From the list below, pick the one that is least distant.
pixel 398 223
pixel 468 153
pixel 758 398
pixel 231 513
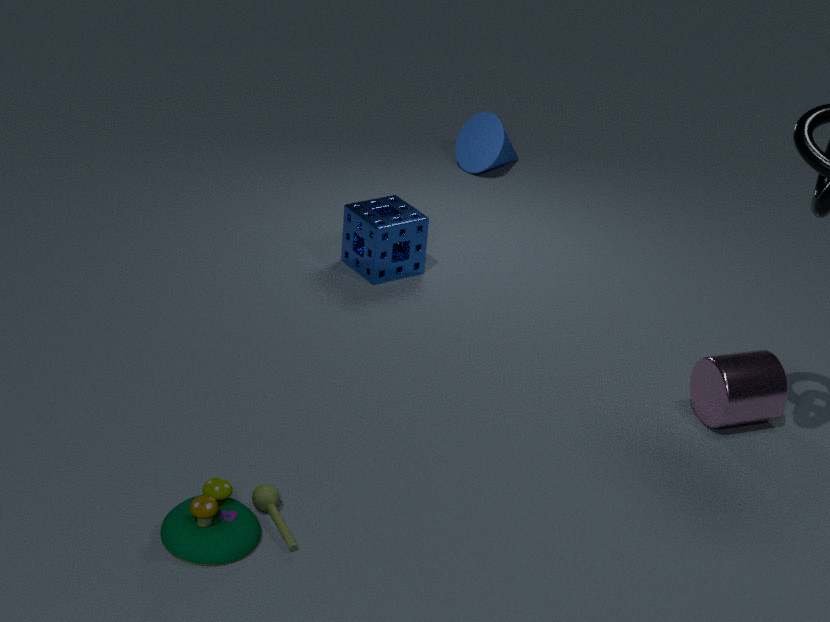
pixel 231 513
